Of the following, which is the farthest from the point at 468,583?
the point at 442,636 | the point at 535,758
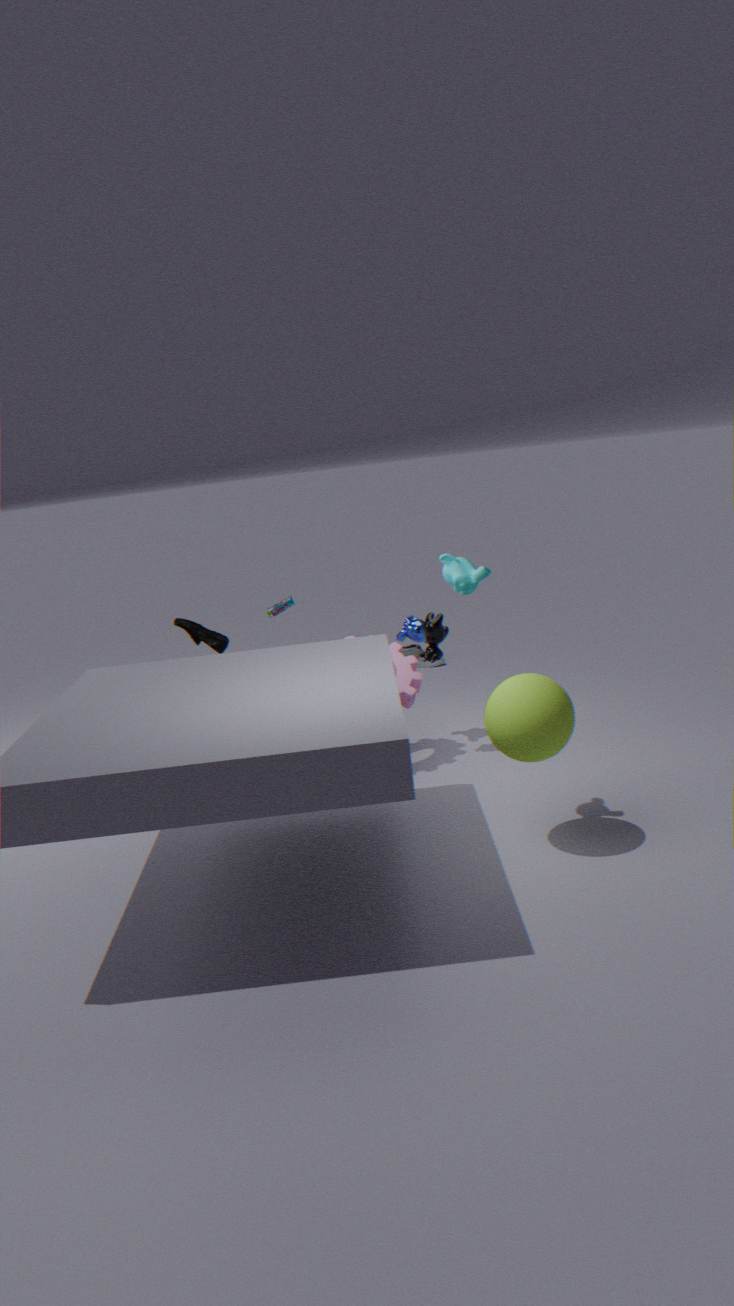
the point at 442,636
